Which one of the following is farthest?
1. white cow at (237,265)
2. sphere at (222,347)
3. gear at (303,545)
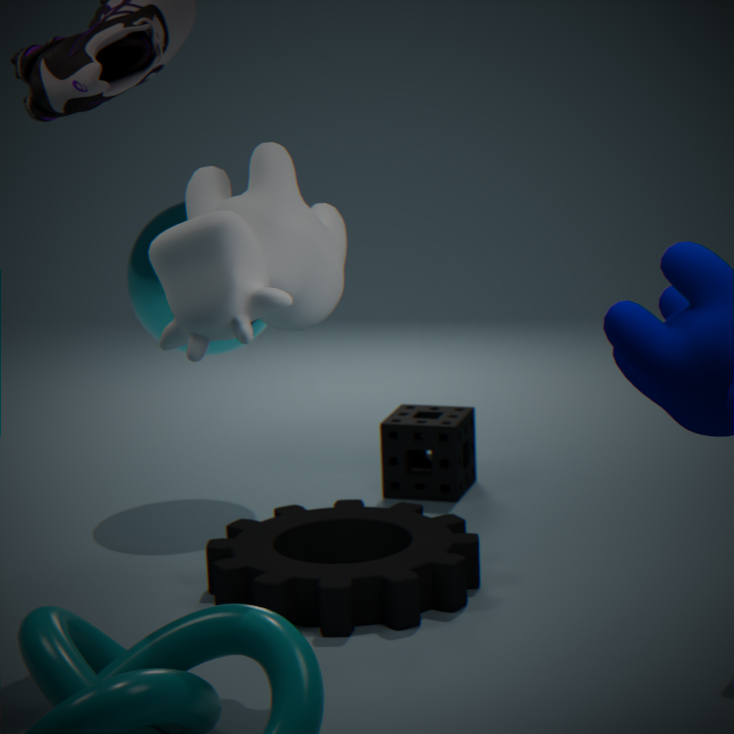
sphere at (222,347)
